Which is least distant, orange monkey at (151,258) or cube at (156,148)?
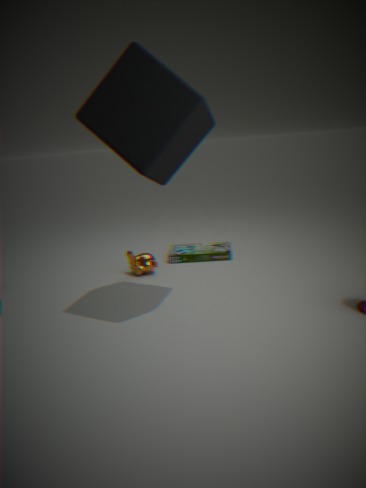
cube at (156,148)
